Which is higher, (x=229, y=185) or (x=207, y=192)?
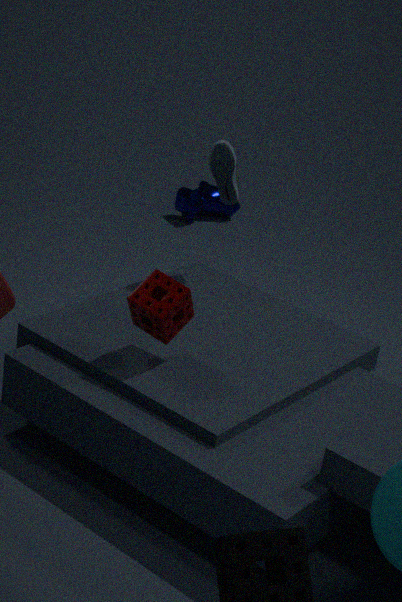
(x=229, y=185)
